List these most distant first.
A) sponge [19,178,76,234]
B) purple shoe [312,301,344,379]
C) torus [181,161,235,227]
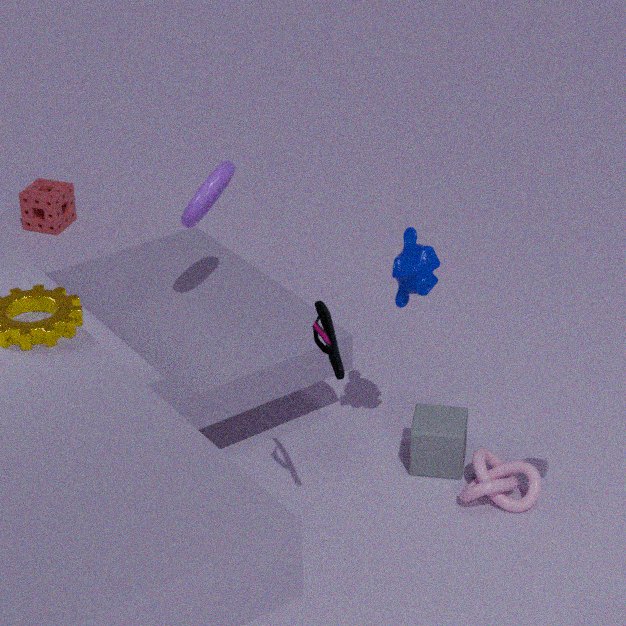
sponge [19,178,76,234] → torus [181,161,235,227] → purple shoe [312,301,344,379]
